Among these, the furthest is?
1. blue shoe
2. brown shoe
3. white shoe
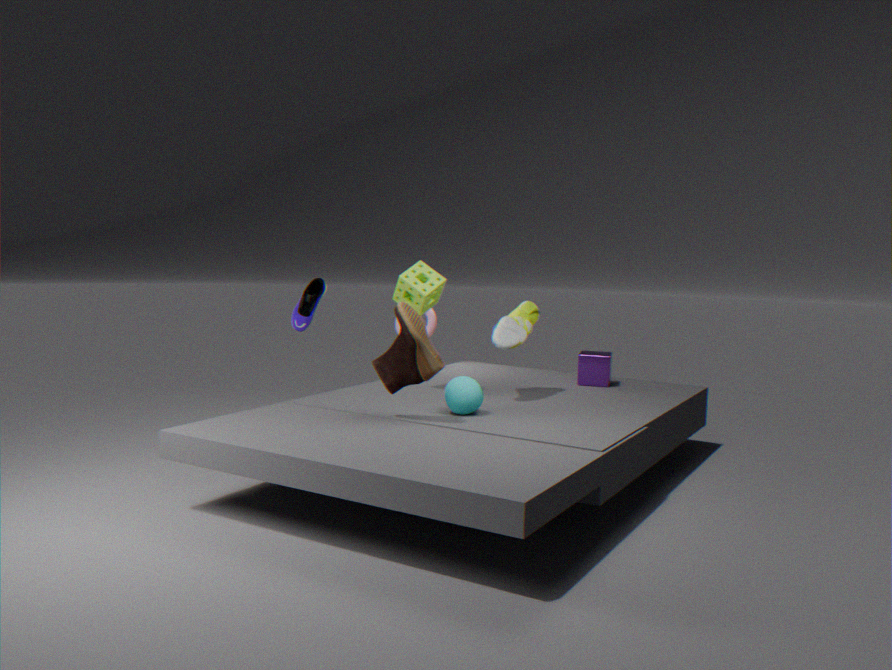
blue shoe
